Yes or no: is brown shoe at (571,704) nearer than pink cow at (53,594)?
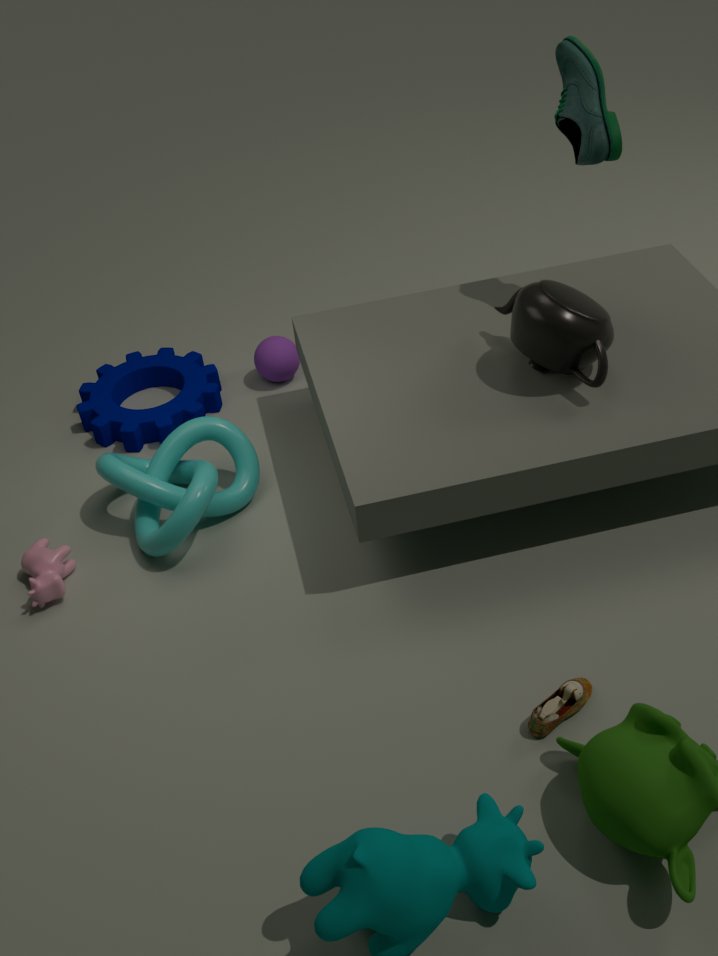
Yes
